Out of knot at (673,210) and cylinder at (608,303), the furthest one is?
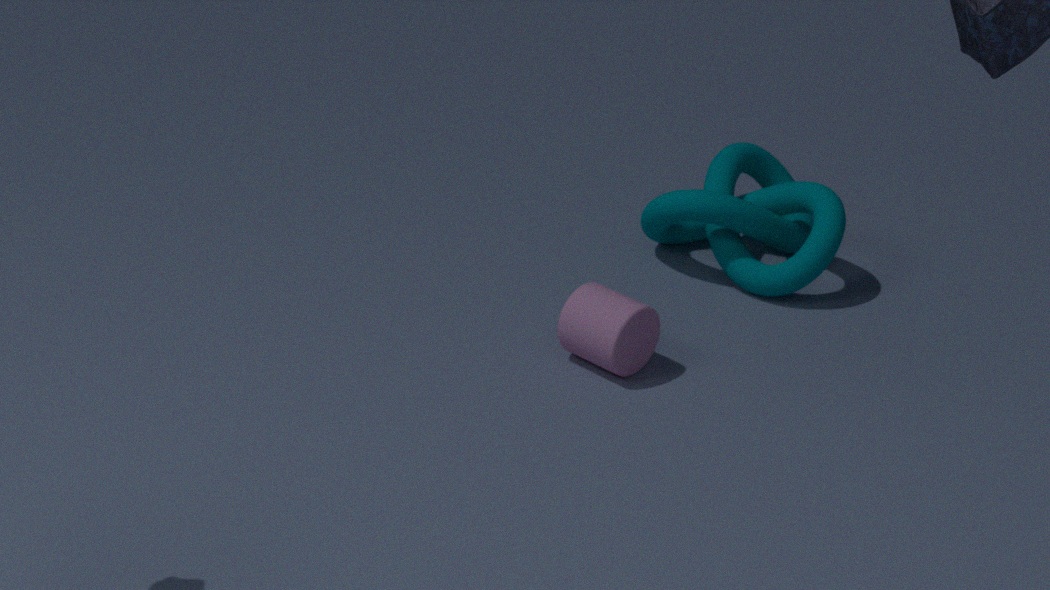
knot at (673,210)
